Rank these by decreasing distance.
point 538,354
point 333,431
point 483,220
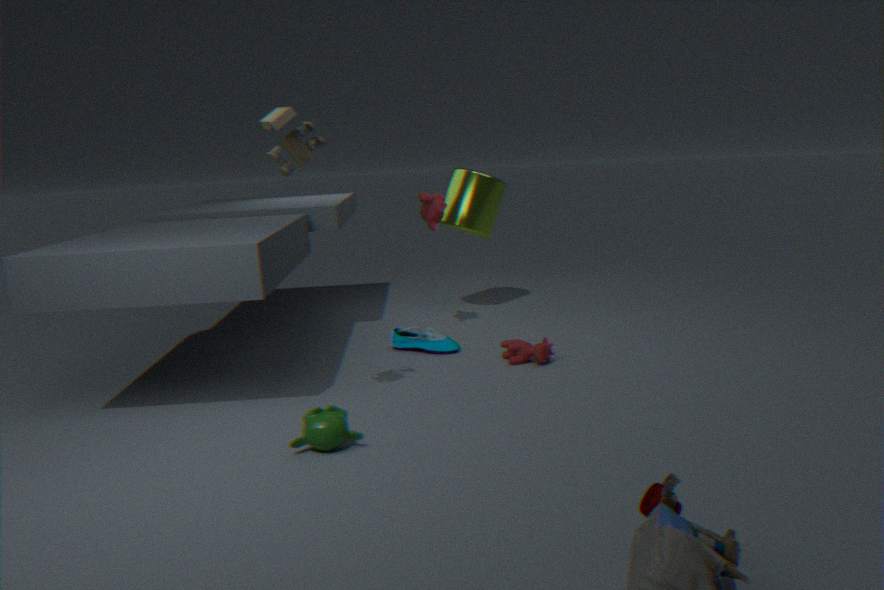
point 483,220 → point 538,354 → point 333,431
